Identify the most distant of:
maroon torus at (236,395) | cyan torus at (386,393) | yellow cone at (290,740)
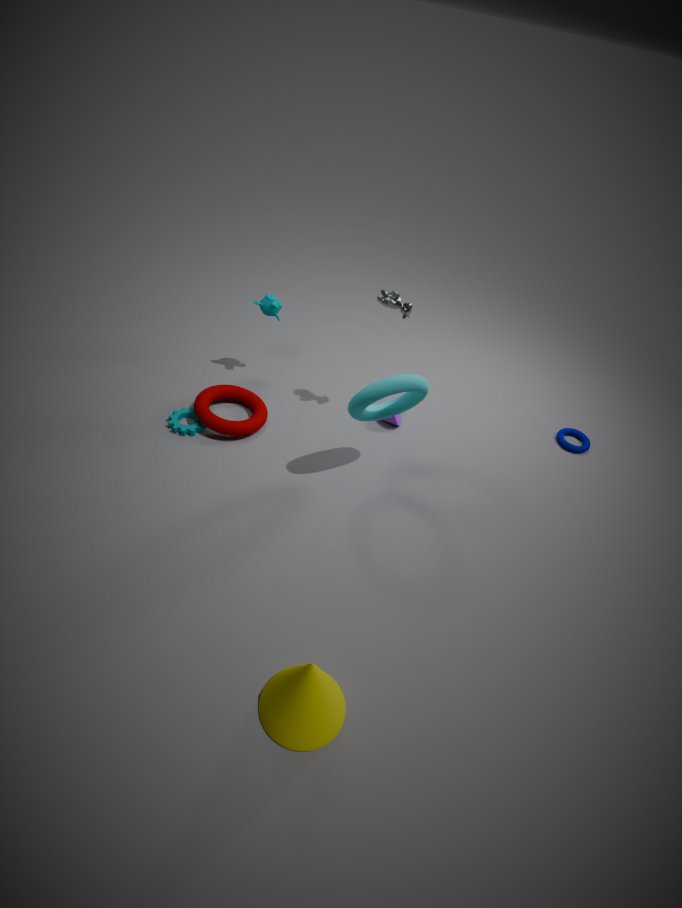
maroon torus at (236,395)
